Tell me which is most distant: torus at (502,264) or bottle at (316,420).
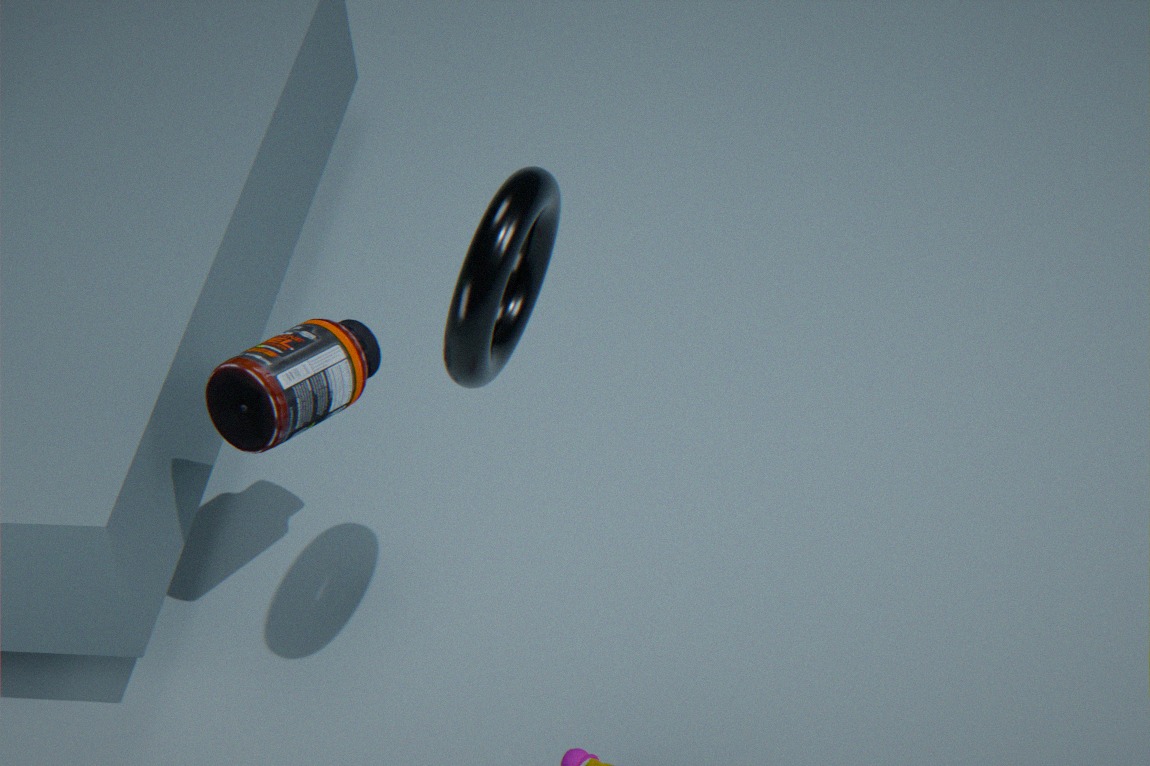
bottle at (316,420)
